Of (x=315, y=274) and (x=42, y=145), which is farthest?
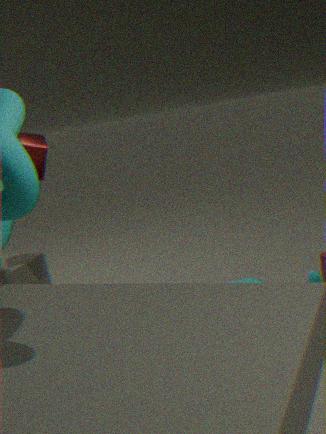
(x=42, y=145)
